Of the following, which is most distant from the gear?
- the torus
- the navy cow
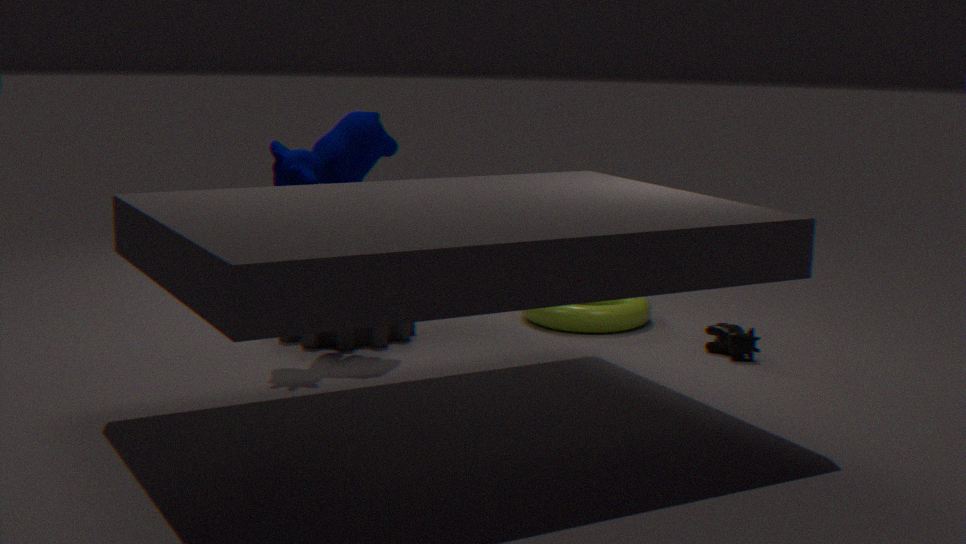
the torus
